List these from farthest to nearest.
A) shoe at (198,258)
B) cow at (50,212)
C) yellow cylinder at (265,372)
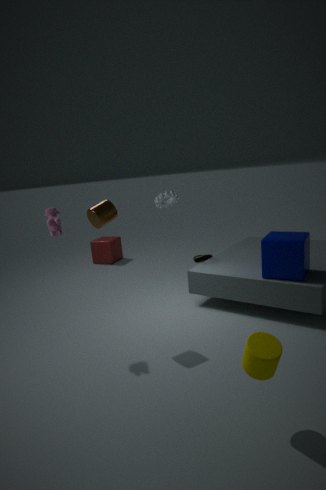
shoe at (198,258), cow at (50,212), yellow cylinder at (265,372)
